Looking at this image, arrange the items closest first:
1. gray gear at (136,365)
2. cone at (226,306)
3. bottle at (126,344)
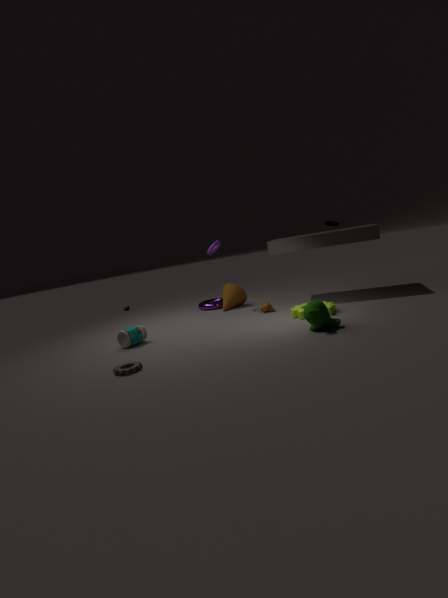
1. gray gear at (136,365)
2. bottle at (126,344)
3. cone at (226,306)
